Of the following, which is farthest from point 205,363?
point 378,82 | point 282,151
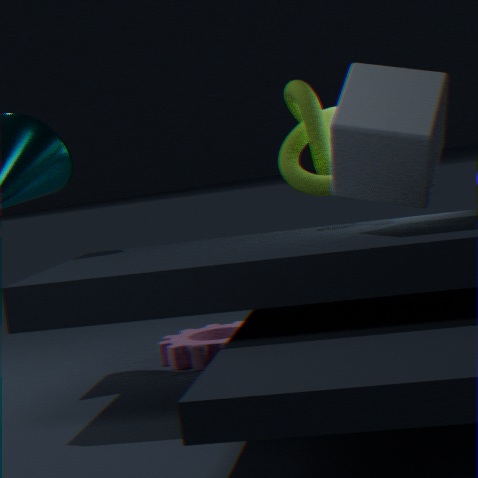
point 378,82
